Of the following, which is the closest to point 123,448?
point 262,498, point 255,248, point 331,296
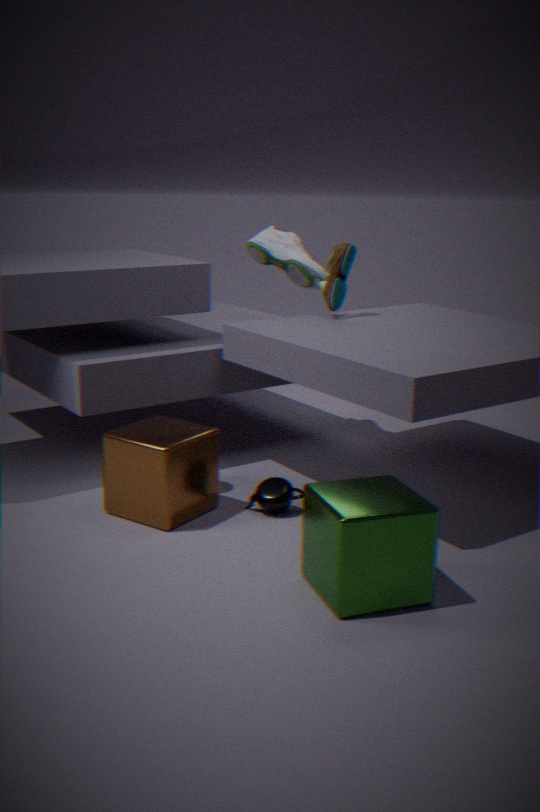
point 262,498
